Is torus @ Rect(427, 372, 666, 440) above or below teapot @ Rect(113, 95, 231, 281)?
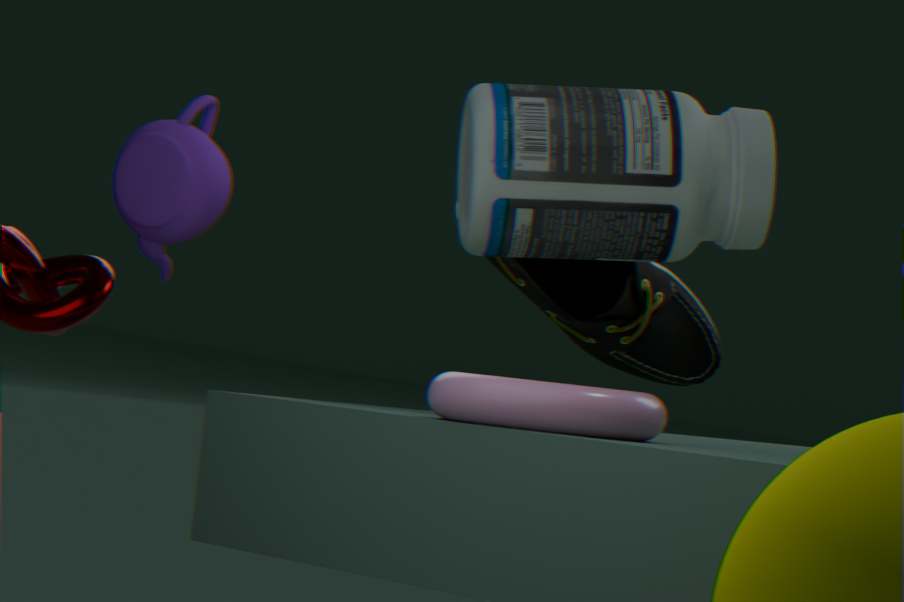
below
